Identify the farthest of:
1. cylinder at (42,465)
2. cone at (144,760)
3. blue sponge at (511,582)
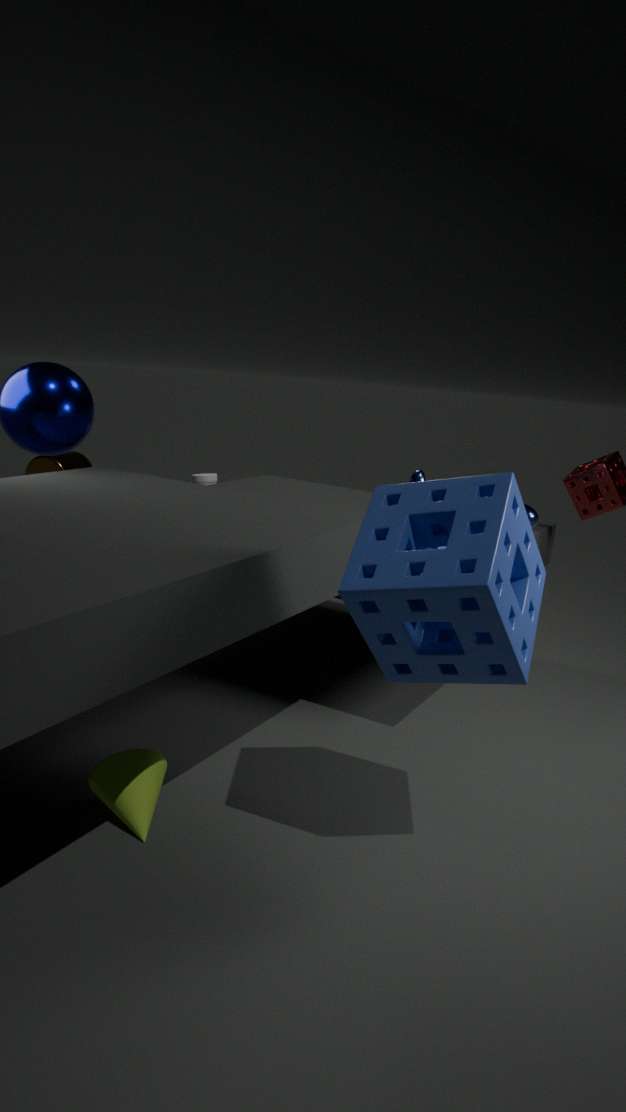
cylinder at (42,465)
